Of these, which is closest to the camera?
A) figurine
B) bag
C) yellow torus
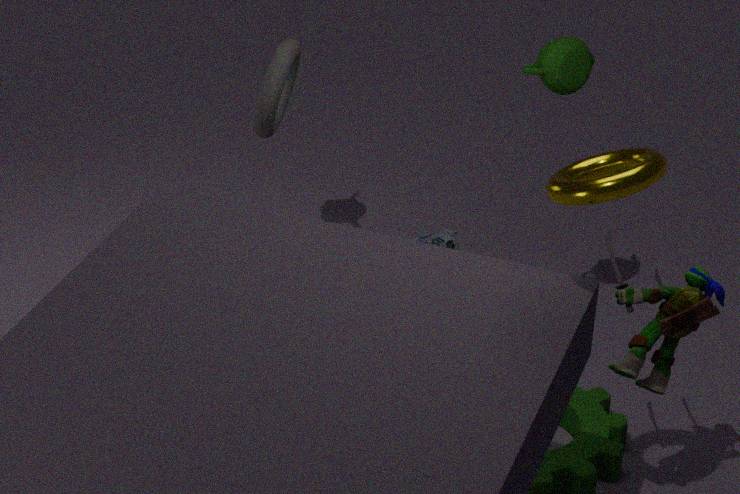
yellow torus
